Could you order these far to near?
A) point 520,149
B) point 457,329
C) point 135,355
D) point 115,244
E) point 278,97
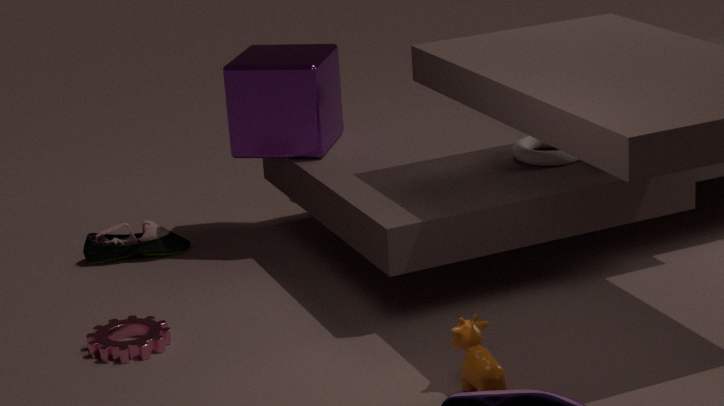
point 115,244 < point 278,97 < point 520,149 < point 135,355 < point 457,329
